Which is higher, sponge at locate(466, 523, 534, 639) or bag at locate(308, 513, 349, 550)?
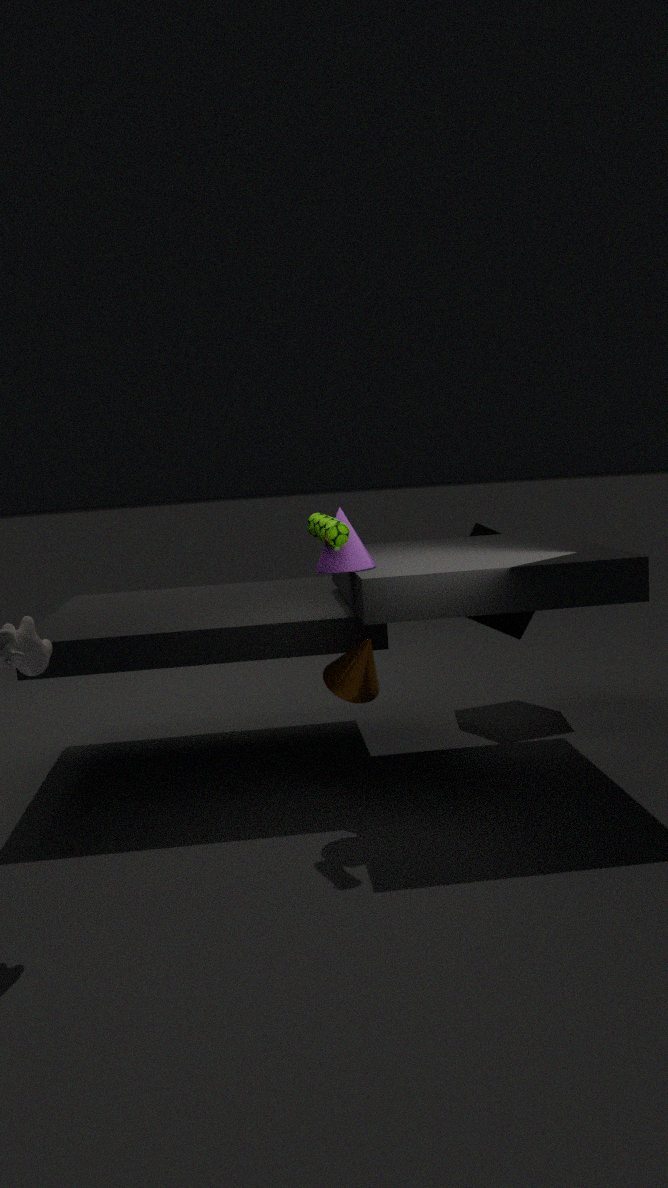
bag at locate(308, 513, 349, 550)
